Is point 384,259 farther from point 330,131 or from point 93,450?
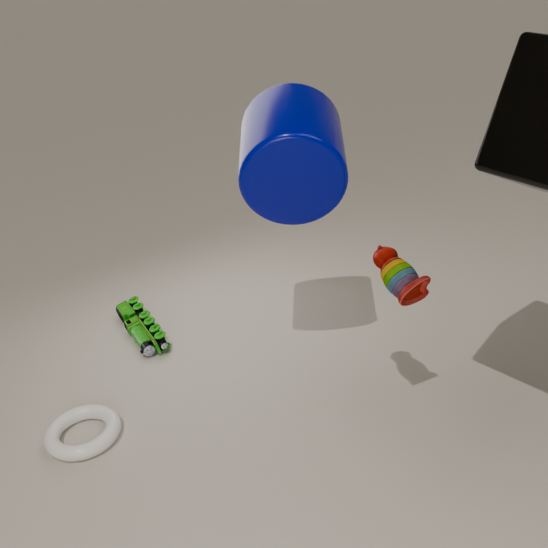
point 93,450
